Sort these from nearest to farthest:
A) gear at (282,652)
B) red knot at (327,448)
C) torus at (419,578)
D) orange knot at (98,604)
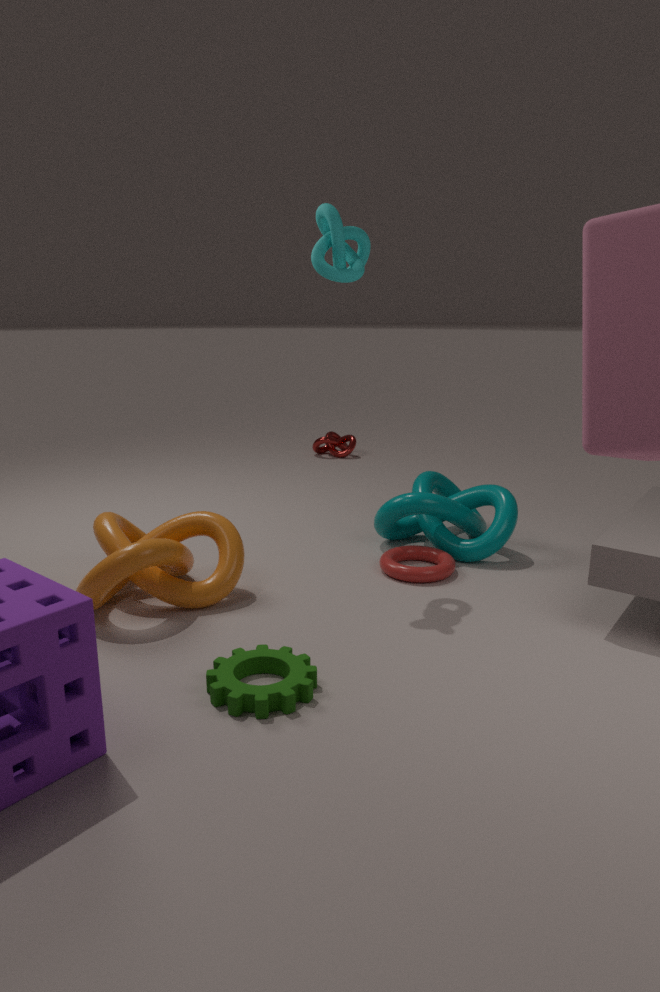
gear at (282,652) → orange knot at (98,604) → torus at (419,578) → red knot at (327,448)
